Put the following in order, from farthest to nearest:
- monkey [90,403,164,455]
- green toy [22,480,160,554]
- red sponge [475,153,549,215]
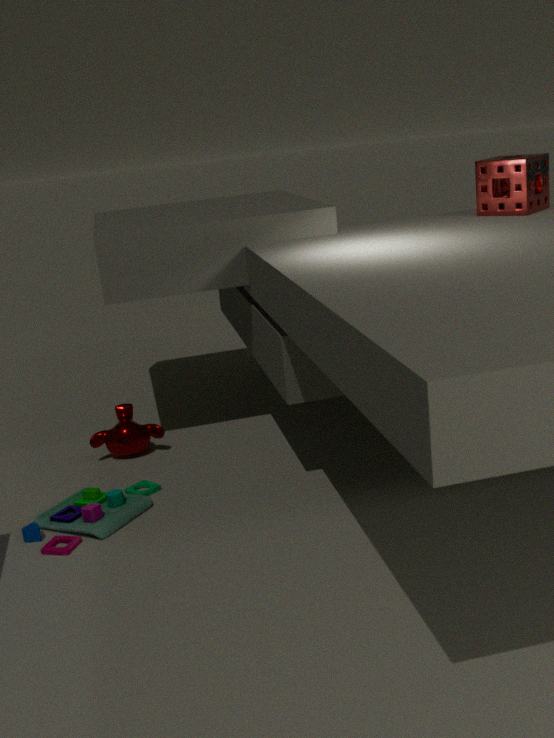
monkey [90,403,164,455] < red sponge [475,153,549,215] < green toy [22,480,160,554]
